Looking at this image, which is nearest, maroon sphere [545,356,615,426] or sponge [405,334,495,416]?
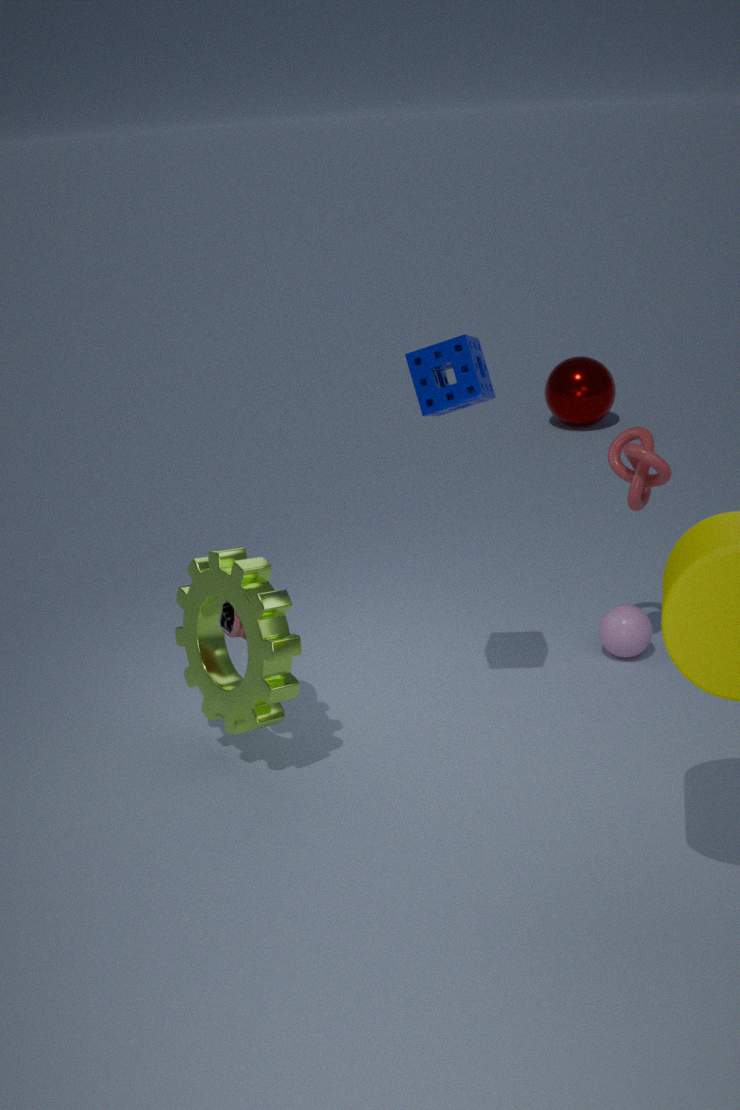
sponge [405,334,495,416]
